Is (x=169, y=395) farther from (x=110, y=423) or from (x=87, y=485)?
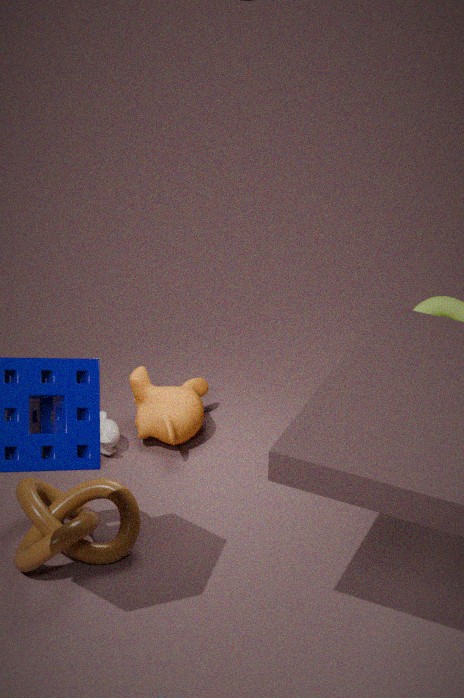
(x=87, y=485)
